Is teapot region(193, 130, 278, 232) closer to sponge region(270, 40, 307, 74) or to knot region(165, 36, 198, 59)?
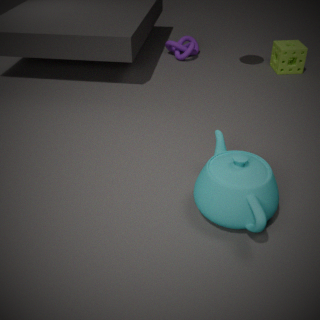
sponge region(270, 40, 307, 74)
